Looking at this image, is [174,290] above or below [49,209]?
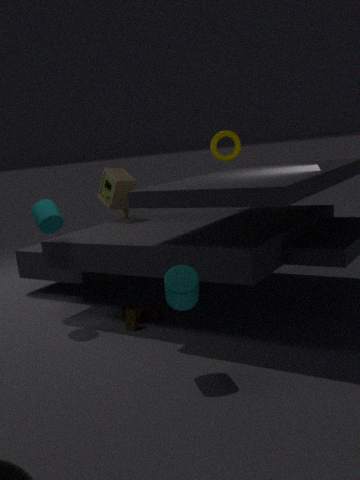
below
